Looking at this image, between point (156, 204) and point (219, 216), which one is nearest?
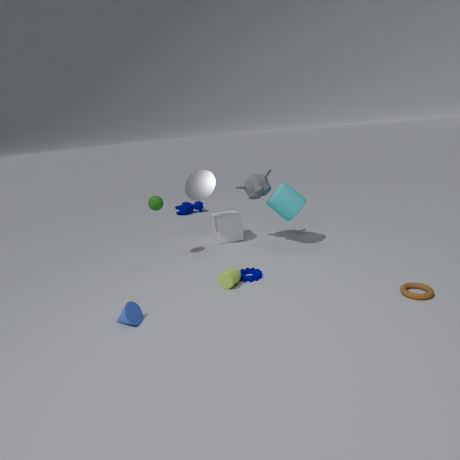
point (156, 204)
